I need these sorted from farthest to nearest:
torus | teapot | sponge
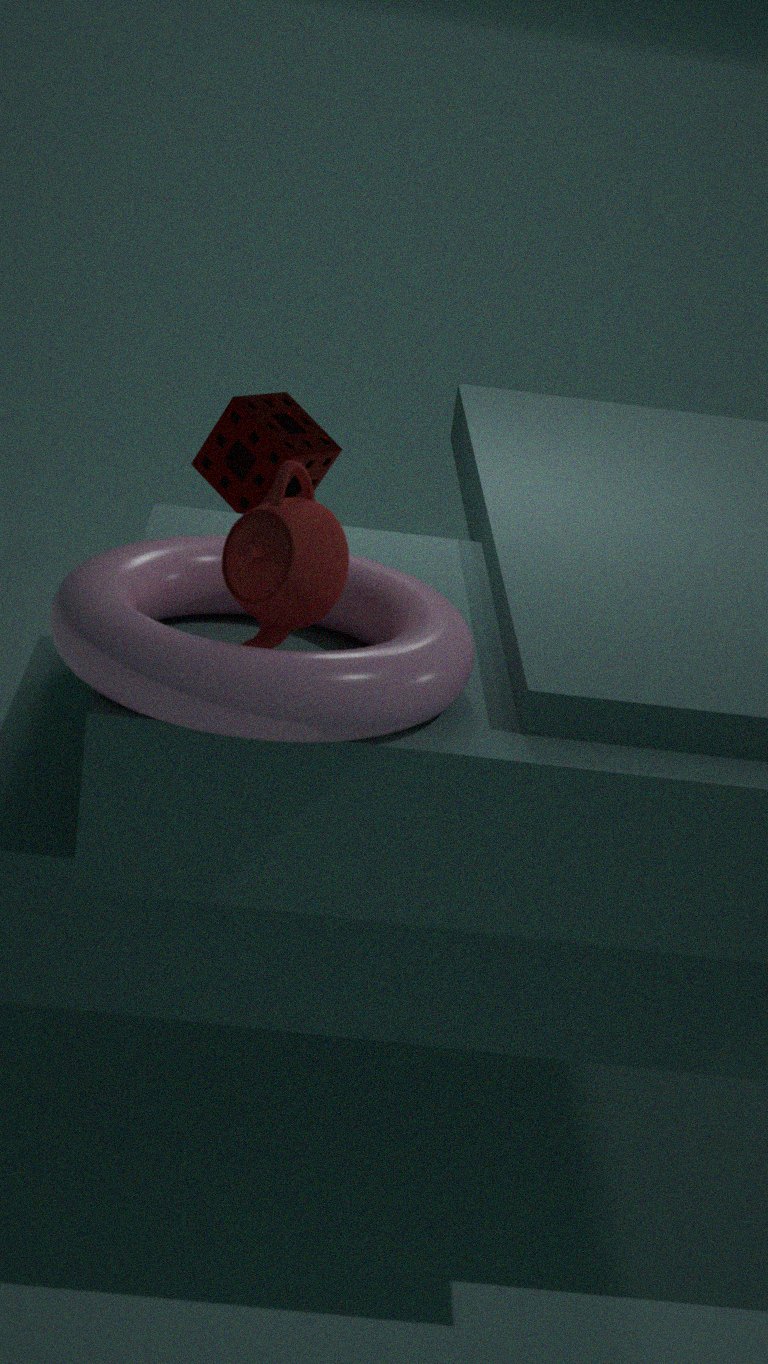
sponge → teapot → torus
